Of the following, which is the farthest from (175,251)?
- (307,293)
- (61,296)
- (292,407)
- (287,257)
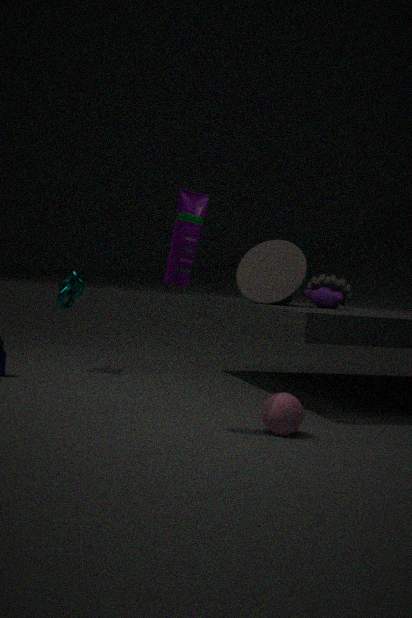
(61,296)
